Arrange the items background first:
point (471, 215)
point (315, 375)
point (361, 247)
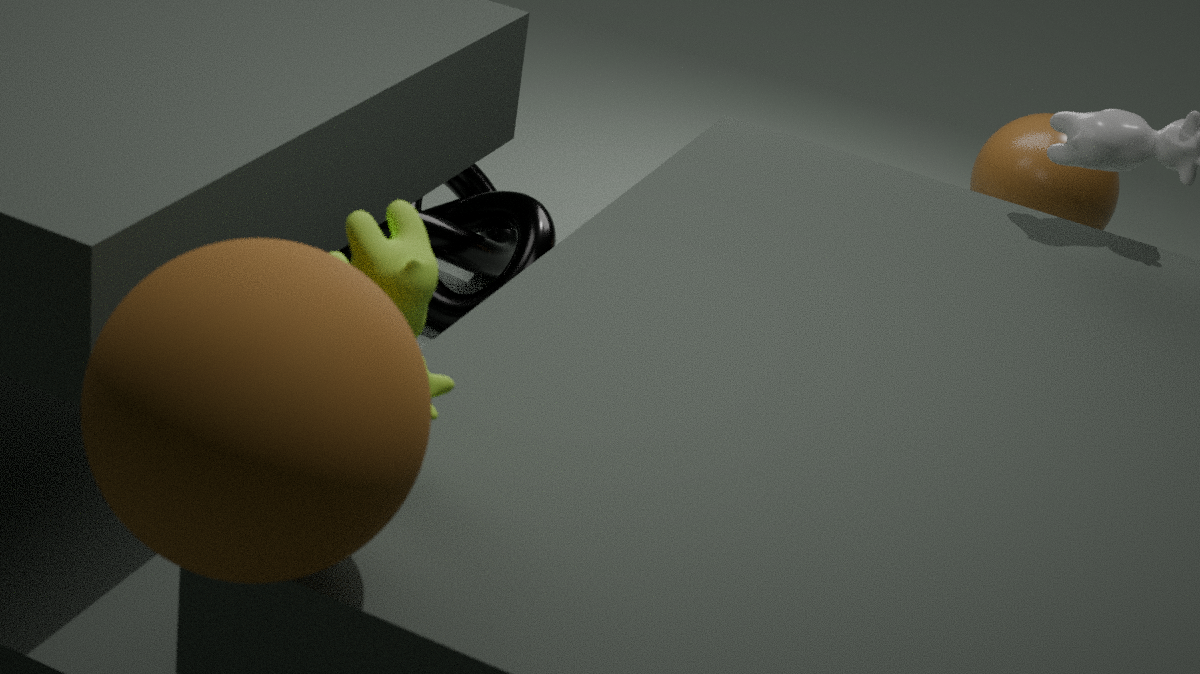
point (471, 215) → point (361, 247) → point (315, 375)
